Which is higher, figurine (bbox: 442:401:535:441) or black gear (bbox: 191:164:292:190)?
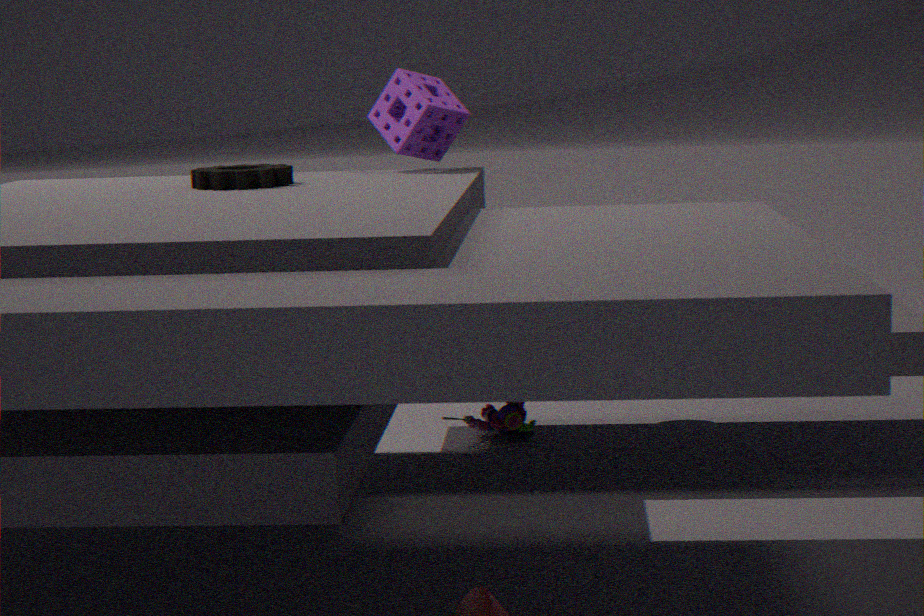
black gear (bbox: 191:164:292:190)
